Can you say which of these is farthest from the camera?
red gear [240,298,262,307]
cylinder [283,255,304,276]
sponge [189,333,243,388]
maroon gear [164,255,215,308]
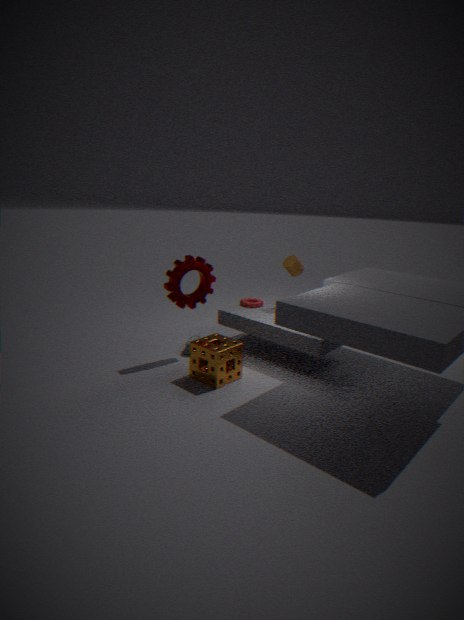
red gear [240,298,262,307]
